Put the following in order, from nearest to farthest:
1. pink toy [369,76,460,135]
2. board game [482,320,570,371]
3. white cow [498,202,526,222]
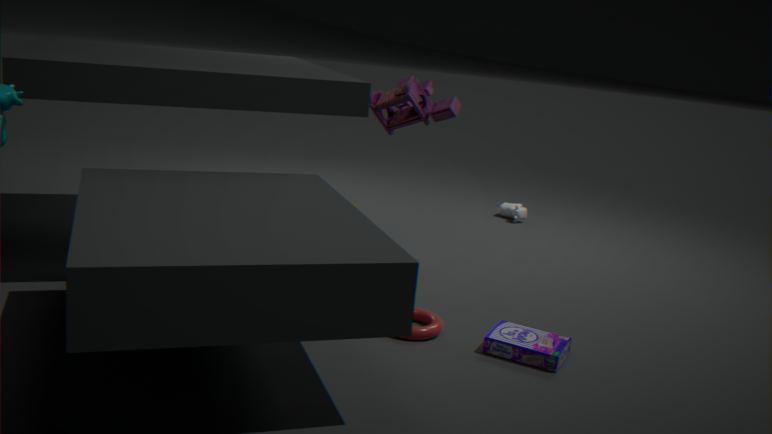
board game [482,320,570,371]
pink toy [369,76,460,135]
white cow [498,202,526,222]
